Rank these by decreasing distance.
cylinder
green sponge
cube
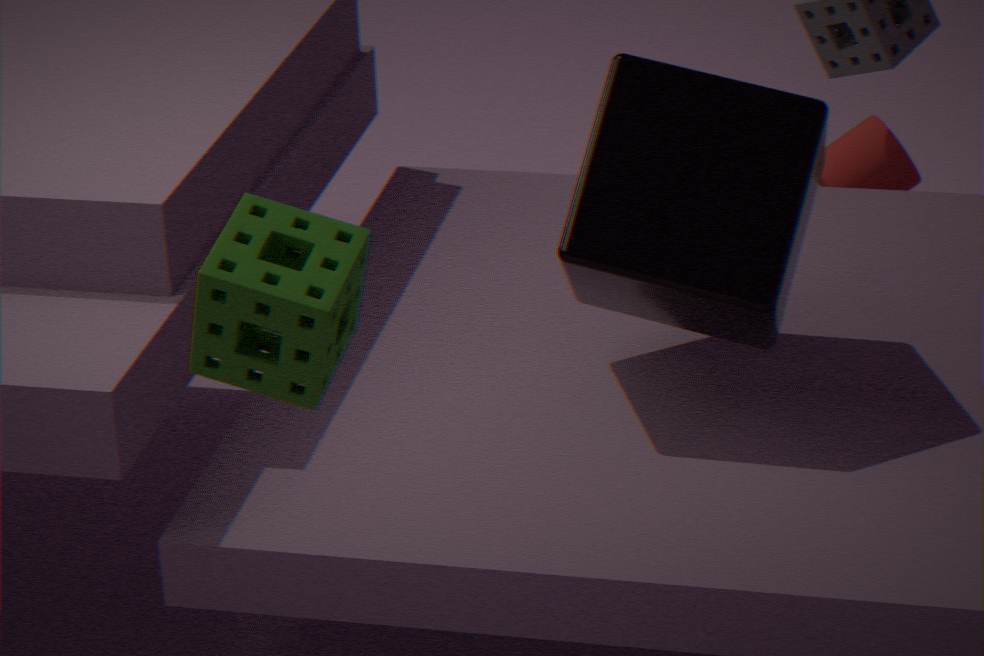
1. cylinder
2. cube
3. green sponge
